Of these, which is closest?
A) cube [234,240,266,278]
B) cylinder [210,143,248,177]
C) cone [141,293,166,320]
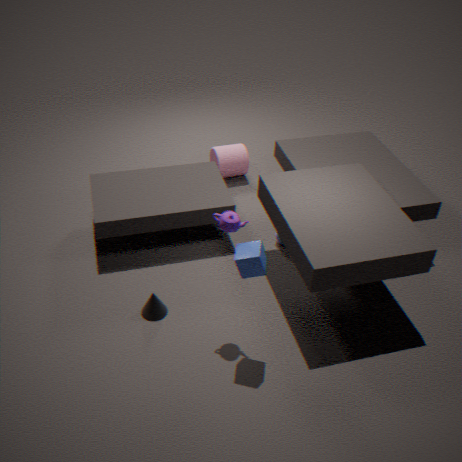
cube [234,240,266,278]
